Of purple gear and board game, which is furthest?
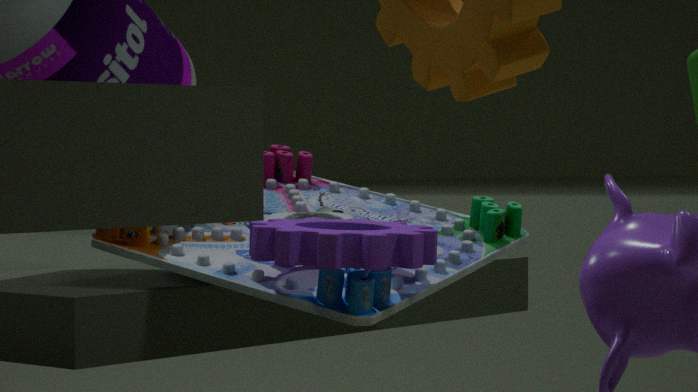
board game
